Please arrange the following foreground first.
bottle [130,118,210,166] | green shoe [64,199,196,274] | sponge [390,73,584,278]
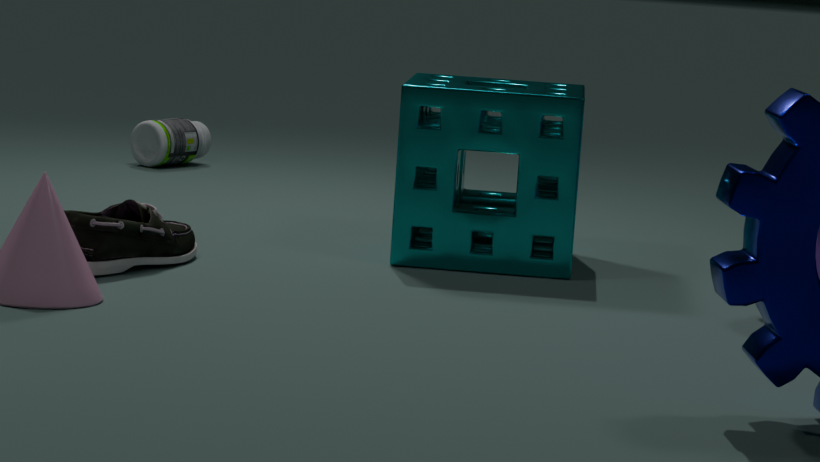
green shoe [64,199,196,274] < sponge [390,73,584,278] < bottle [130,118,210,166]
